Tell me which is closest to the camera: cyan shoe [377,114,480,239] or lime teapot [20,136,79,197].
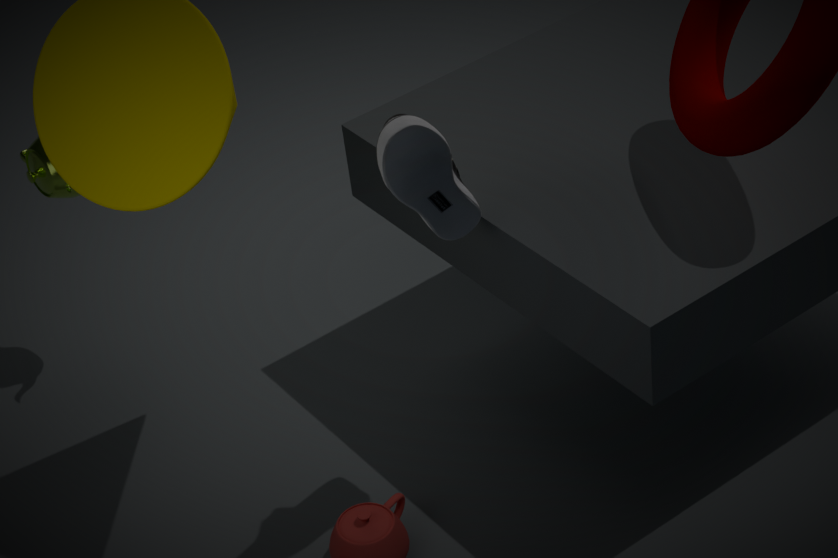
cyan shoe [377,114,480,239]
